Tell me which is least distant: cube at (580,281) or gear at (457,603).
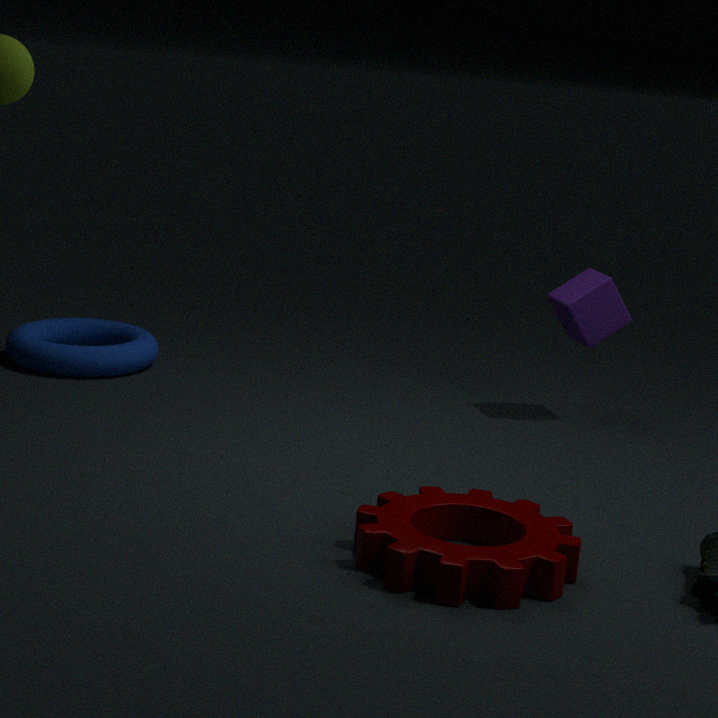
gear at (457,603)
